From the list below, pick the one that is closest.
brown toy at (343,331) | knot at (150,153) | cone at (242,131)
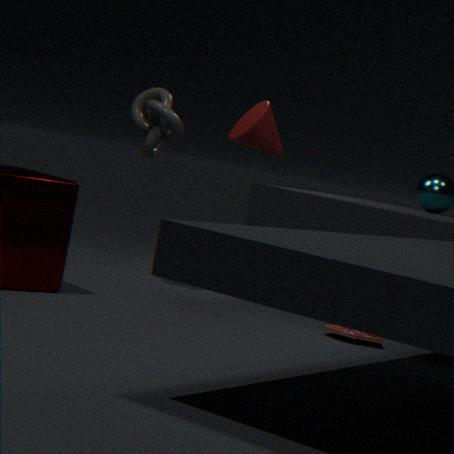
brown toy at (343,331)
